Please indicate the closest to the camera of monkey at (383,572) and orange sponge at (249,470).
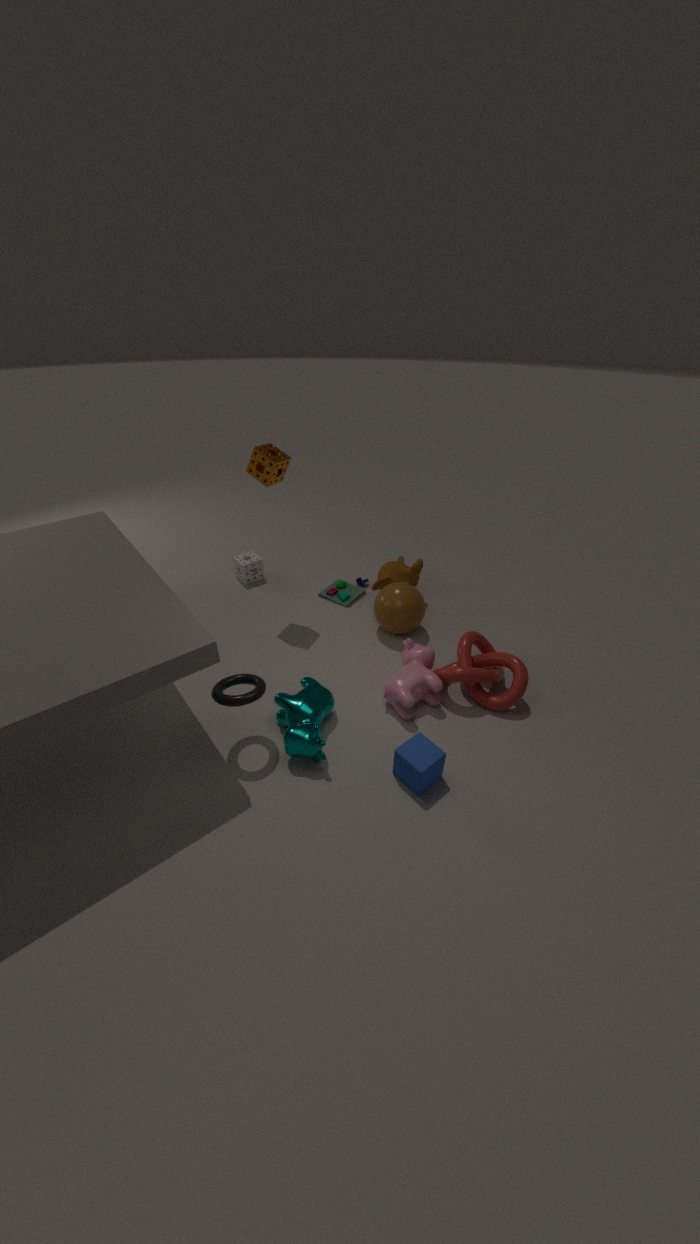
orange sponge at (249,470)
